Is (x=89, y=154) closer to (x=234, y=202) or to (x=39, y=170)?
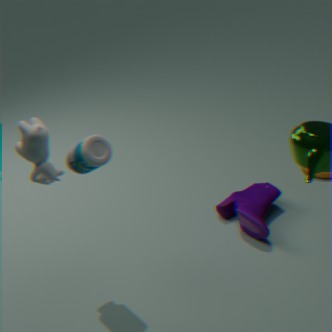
(x=39, y=170)
